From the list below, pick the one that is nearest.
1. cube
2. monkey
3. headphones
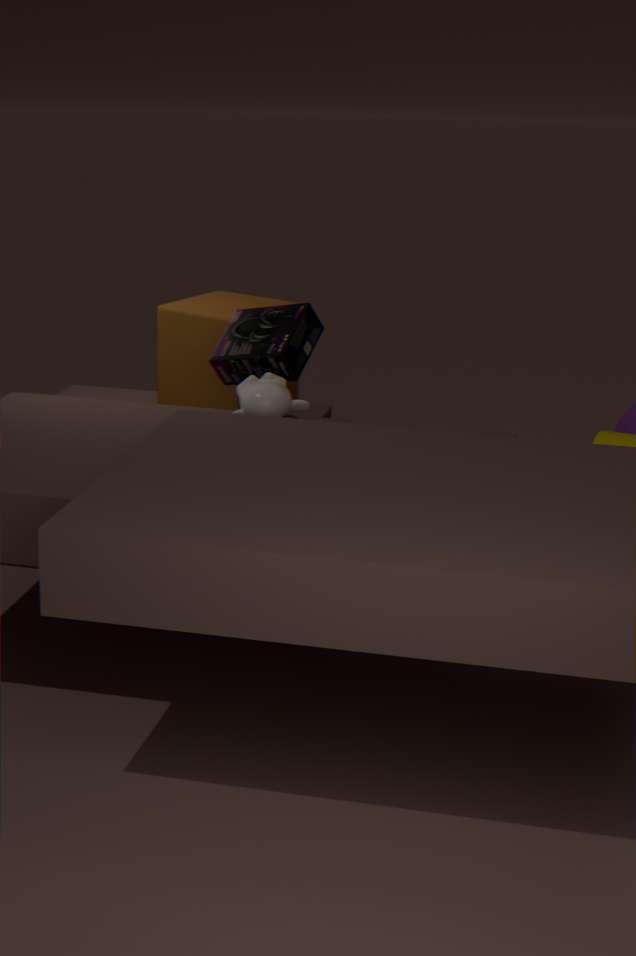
monkey
